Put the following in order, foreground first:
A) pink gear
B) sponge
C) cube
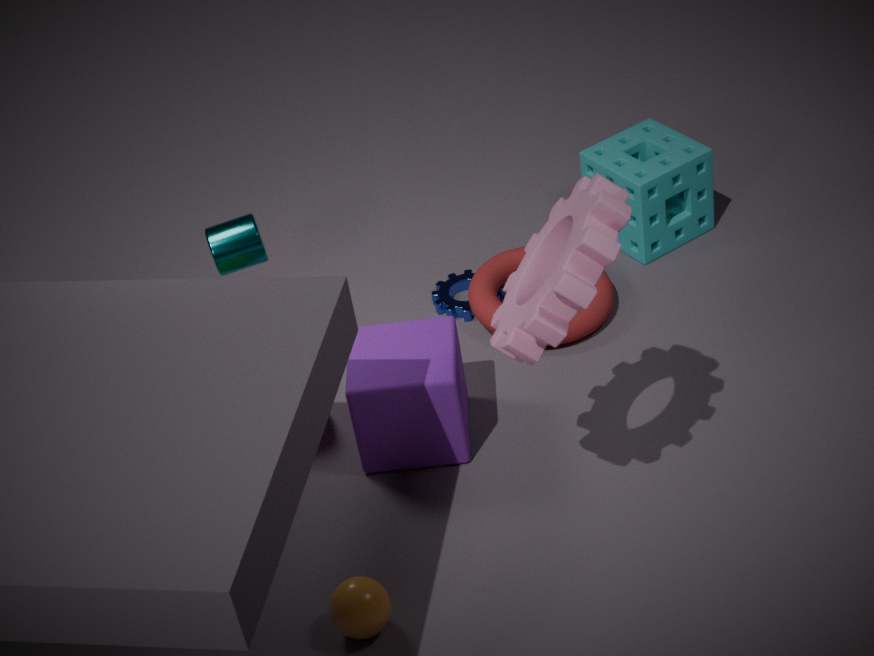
pink gear, cube, sponge
